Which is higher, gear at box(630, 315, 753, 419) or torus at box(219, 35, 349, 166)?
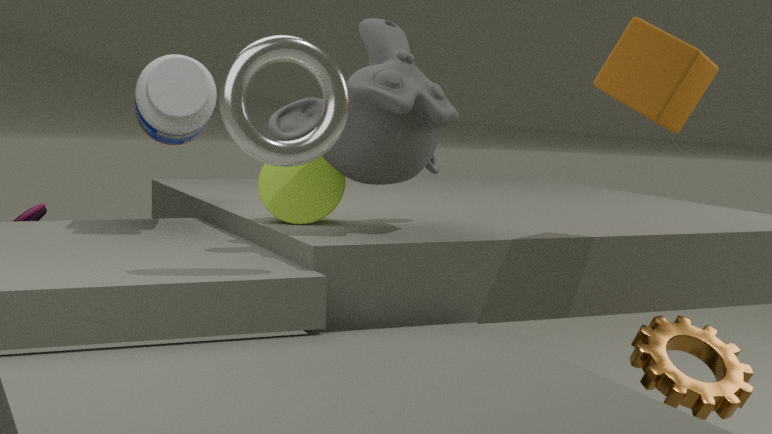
torus at box(219, 35, 349, 166)
